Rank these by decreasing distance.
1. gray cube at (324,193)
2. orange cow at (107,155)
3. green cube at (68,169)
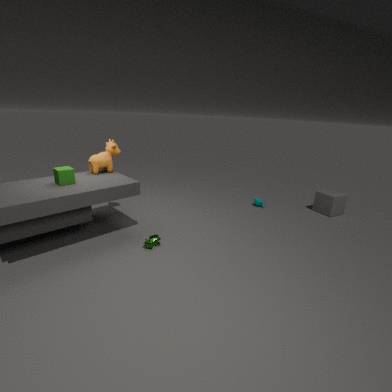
gray cube at (324,193) → orange cow at (107,155) → green cube at (68,169)
